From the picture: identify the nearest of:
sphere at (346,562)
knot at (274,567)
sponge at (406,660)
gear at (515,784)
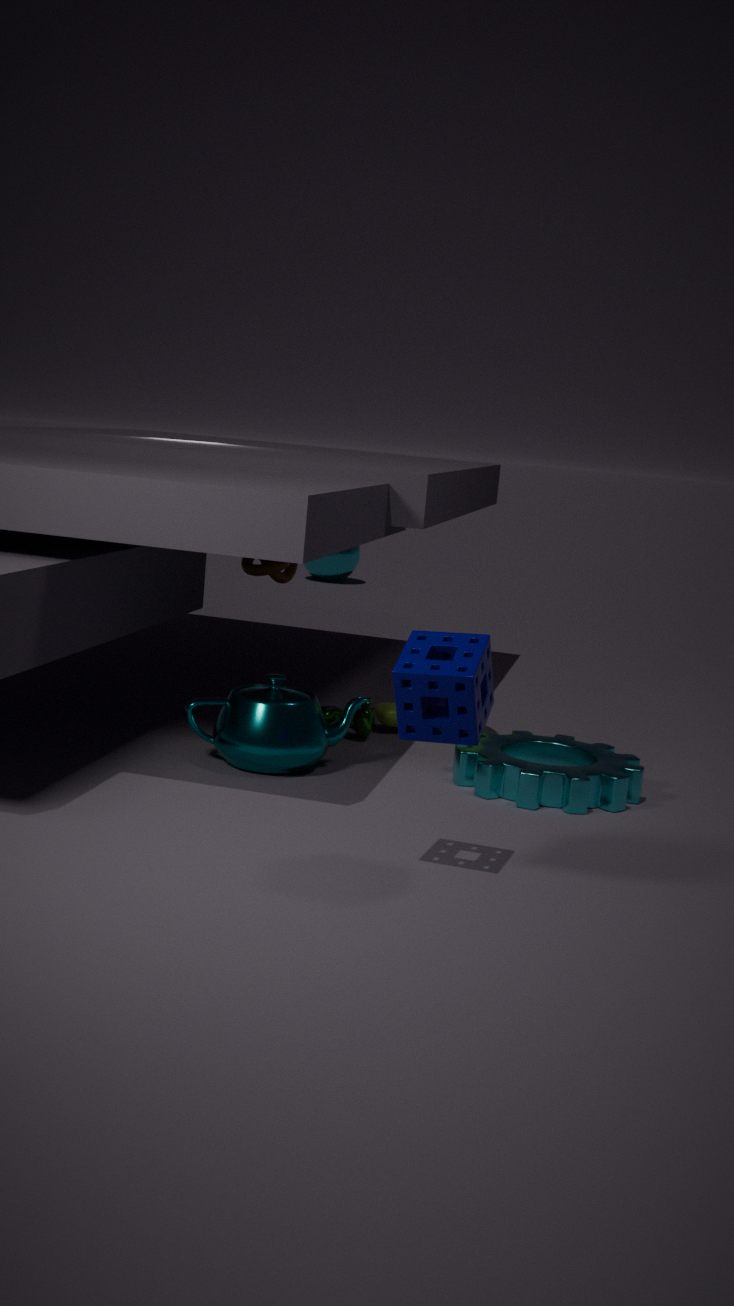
sponge at (406,660)
